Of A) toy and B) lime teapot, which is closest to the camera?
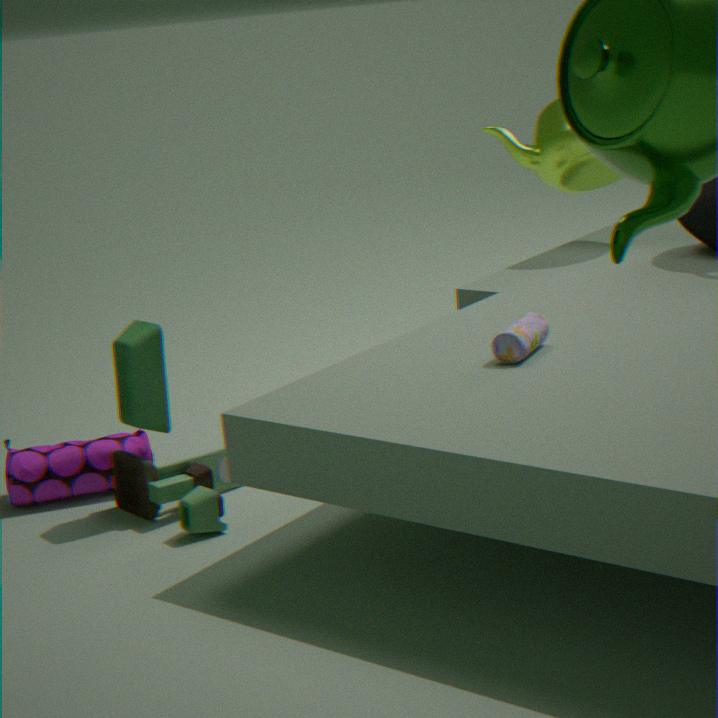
A. toy
